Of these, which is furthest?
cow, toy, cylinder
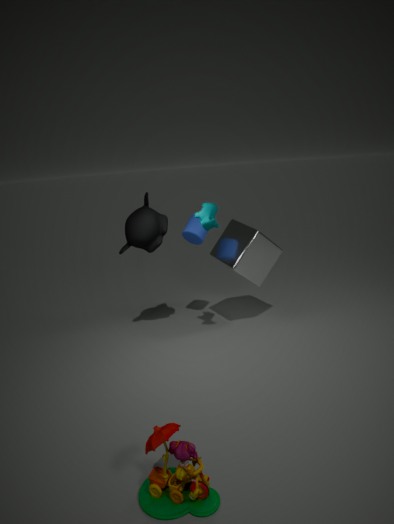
cylinder
